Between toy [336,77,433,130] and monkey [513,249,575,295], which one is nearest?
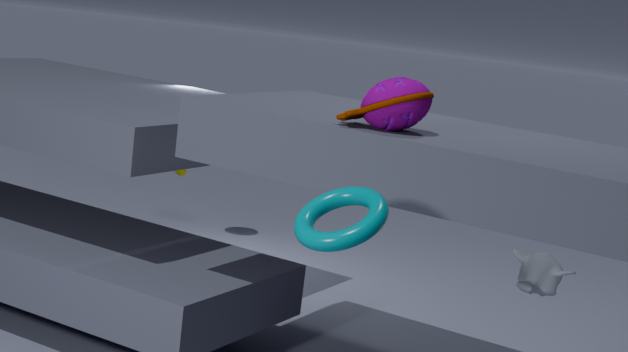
toy [336,77,433,130]
